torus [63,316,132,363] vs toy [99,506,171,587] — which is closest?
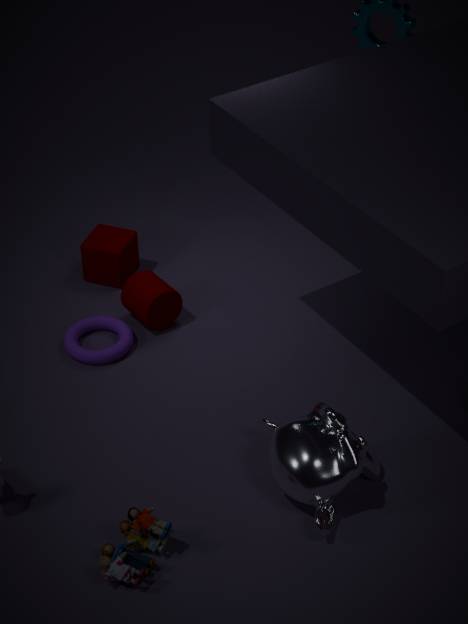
toy [99,506,171,587]
